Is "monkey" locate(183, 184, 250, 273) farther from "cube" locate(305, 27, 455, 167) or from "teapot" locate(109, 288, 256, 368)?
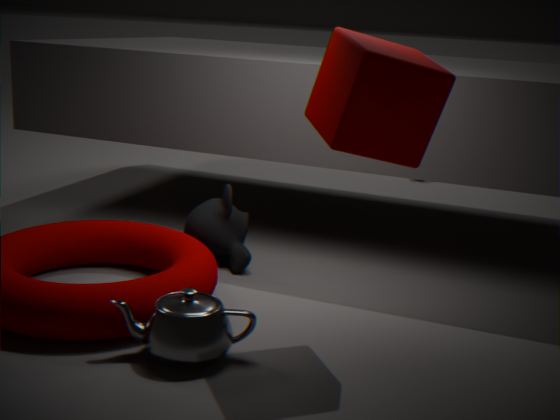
"cube" locate(305, 27, 455, 167)
